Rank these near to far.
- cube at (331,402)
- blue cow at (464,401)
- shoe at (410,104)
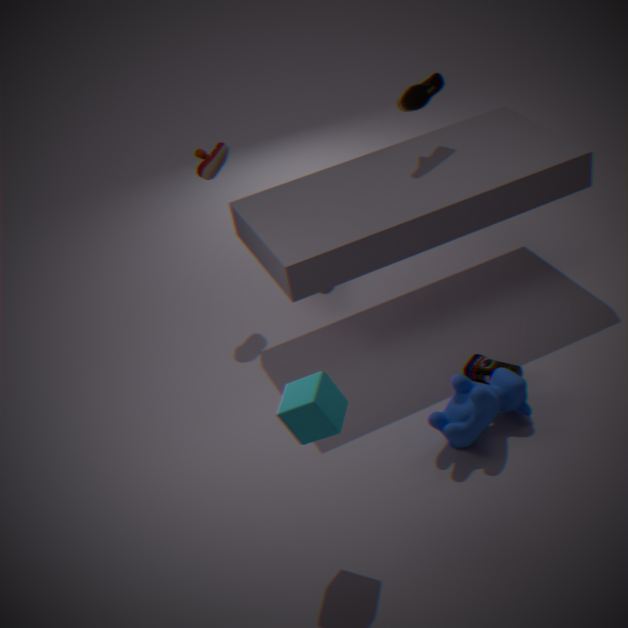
cube at (331,402) → blue cow at (464,401) → shoe at (410,104)
